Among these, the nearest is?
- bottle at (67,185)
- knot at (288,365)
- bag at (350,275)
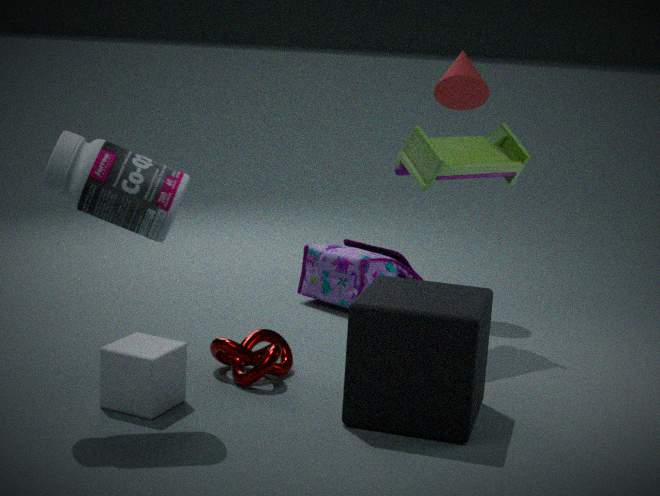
bottle at (67,185)
